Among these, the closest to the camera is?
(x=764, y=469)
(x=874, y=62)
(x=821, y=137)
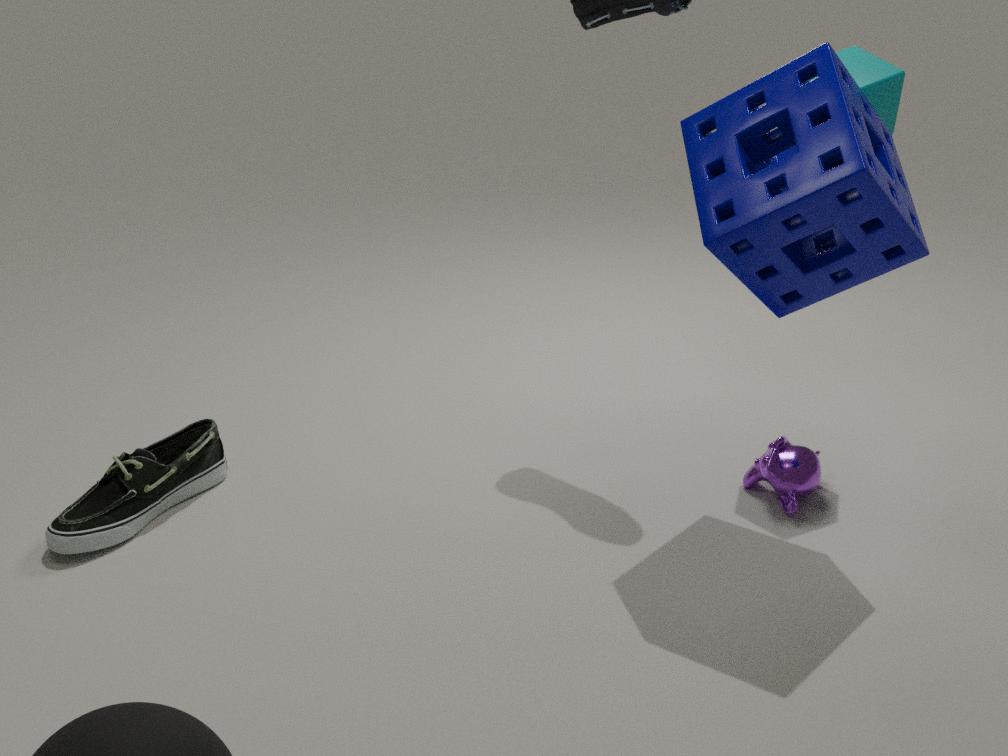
(x=821, y=137)
